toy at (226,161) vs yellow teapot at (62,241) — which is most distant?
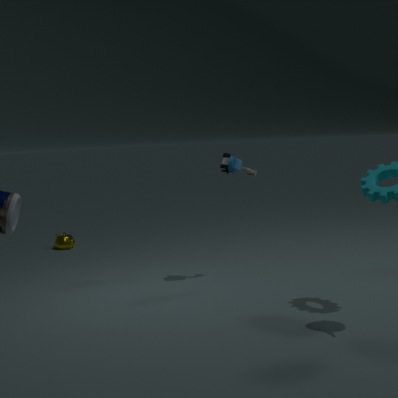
yellow teapot at (62,241)
